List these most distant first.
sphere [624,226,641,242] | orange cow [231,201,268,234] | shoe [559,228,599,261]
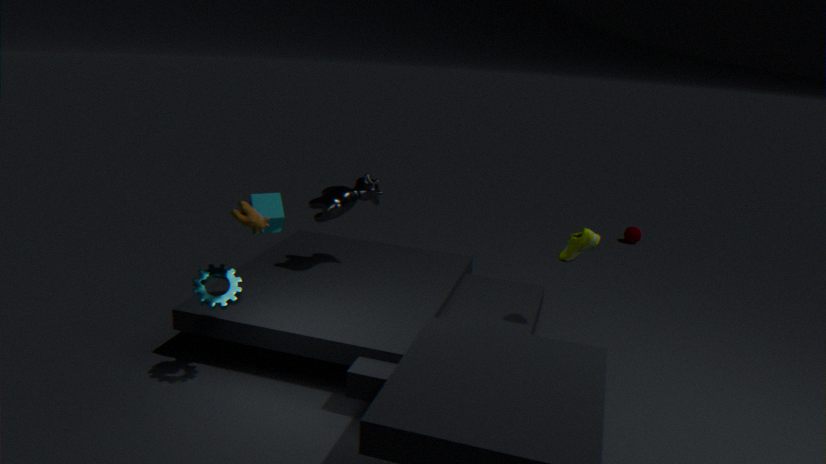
sphere [624,226,641,242] → shoe [559,228,599,261] → orange cow [231,201,268,234]
